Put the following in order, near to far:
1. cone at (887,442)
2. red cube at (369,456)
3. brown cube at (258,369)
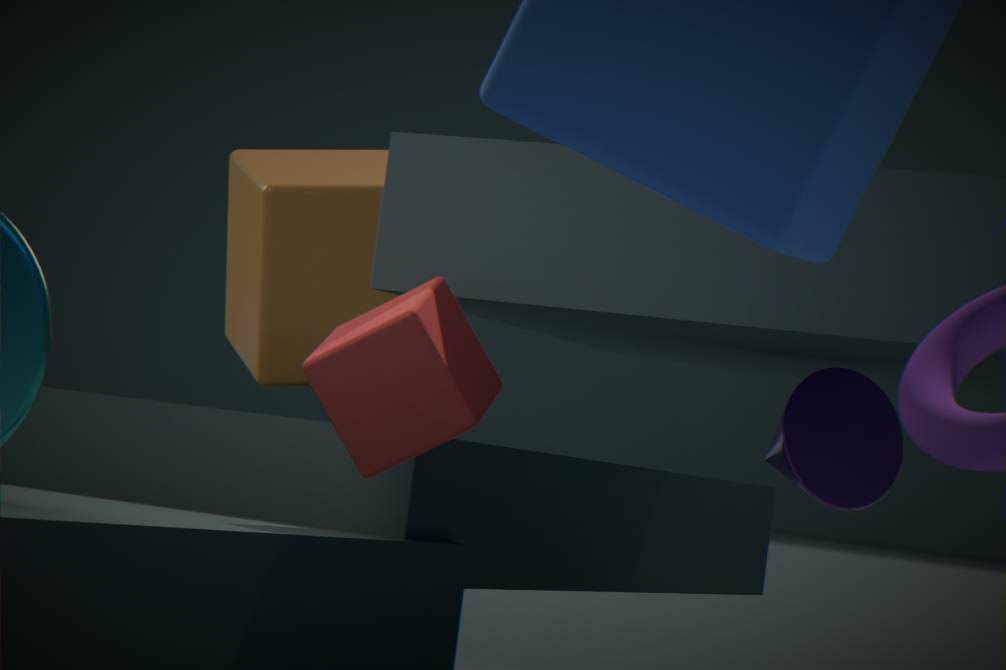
1. red cube at (369,456)
2. cone at (887,442)
3. brown cube at (258,369)
